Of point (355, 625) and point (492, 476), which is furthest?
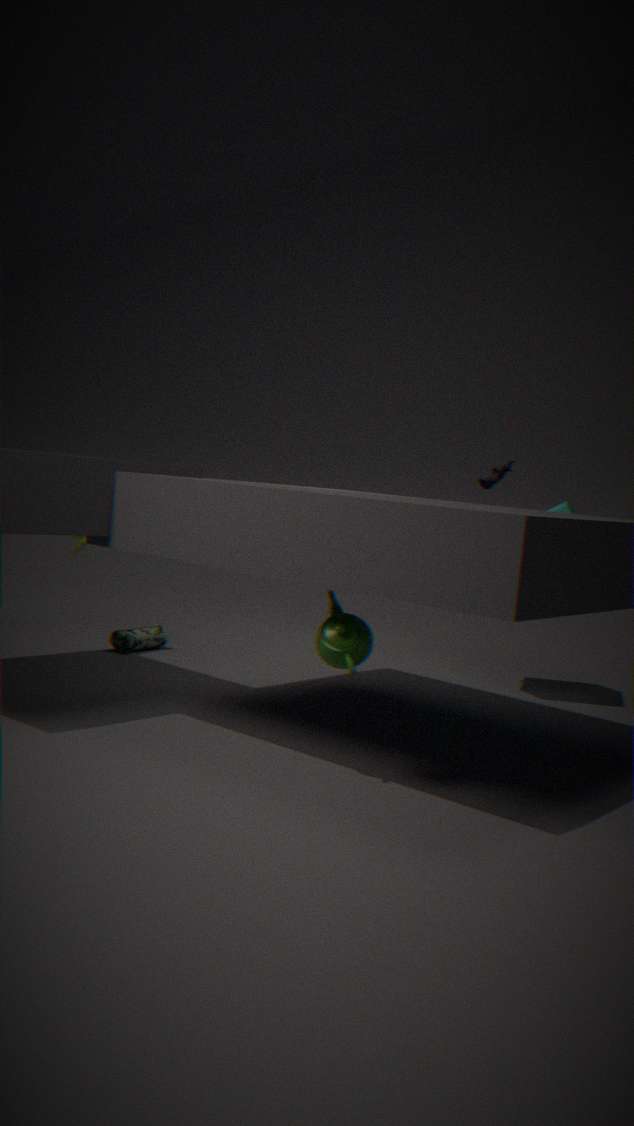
point (492, 476)
